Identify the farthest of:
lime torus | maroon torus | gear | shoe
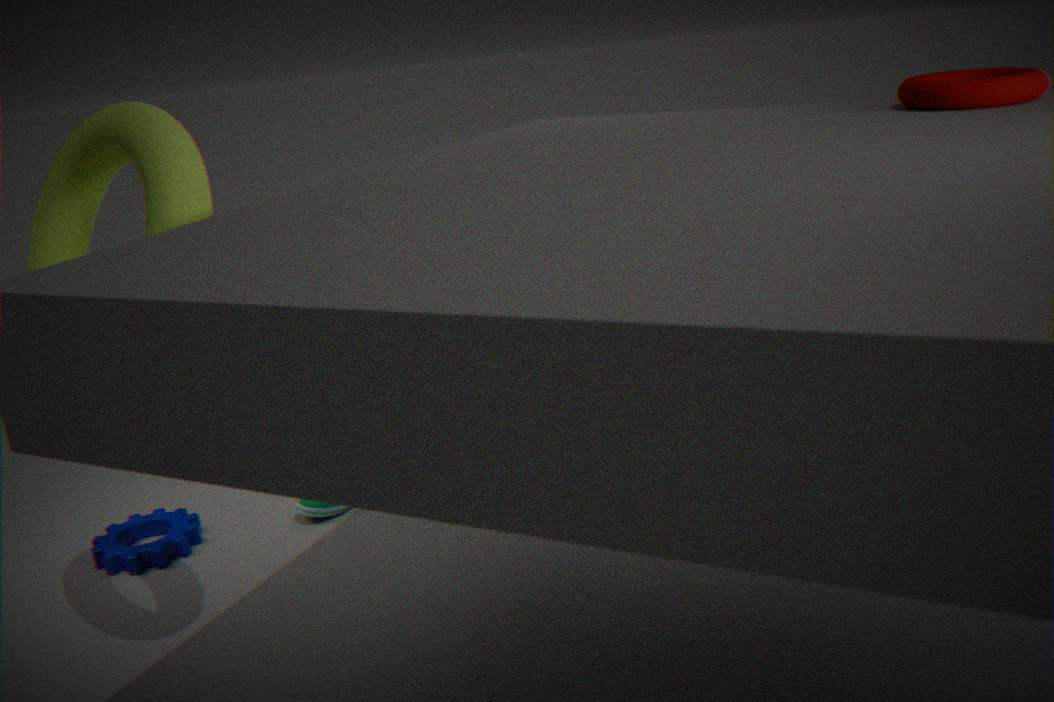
shoe
